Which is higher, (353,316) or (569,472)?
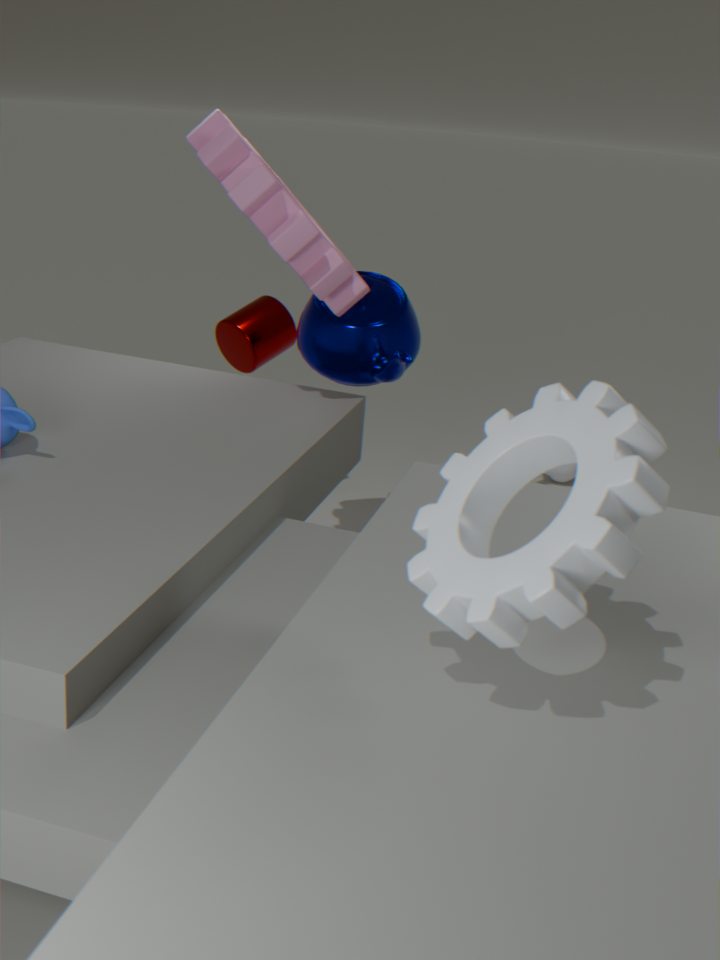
(353,316)
